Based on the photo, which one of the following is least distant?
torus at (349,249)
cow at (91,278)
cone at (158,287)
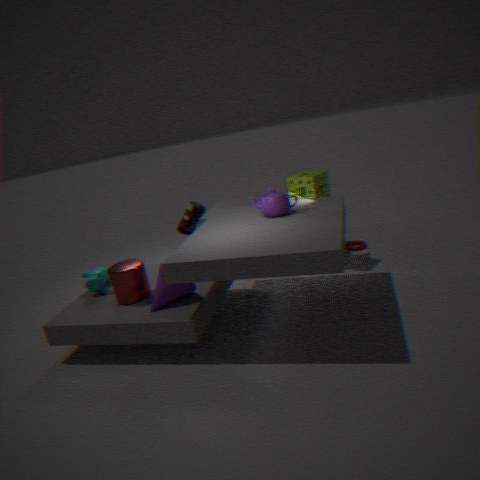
cone at (158,287)
